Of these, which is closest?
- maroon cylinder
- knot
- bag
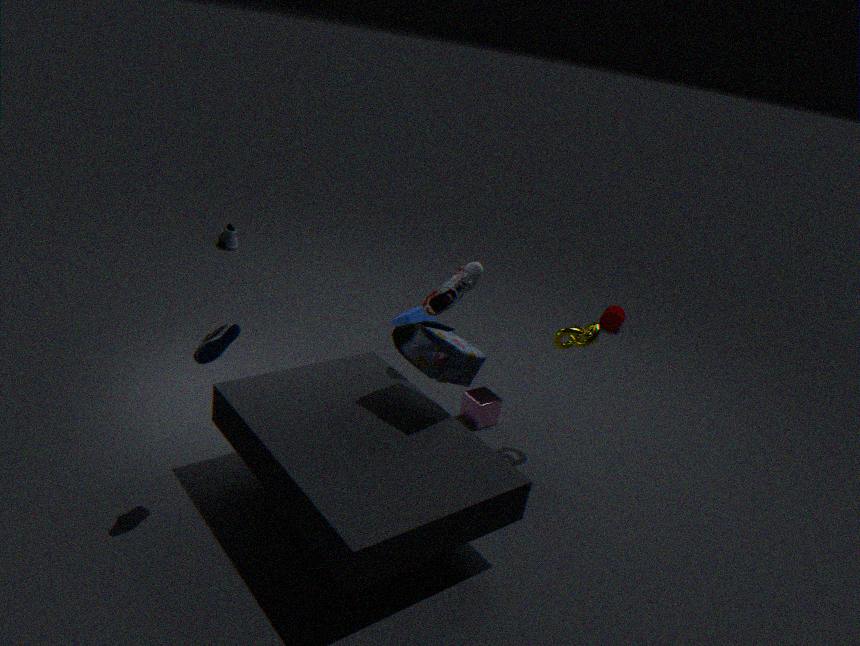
bag
